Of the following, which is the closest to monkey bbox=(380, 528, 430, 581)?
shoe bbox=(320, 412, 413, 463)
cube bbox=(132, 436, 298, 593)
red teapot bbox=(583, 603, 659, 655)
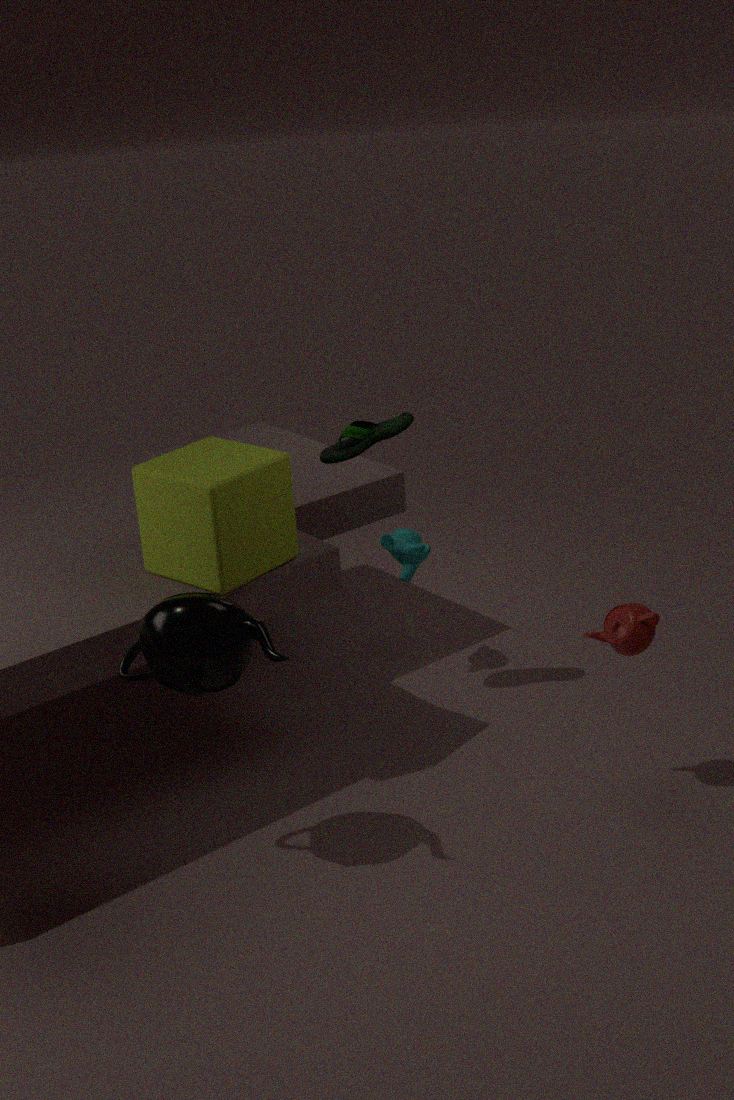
shoe bbox=(320, 412, 413, 463)
